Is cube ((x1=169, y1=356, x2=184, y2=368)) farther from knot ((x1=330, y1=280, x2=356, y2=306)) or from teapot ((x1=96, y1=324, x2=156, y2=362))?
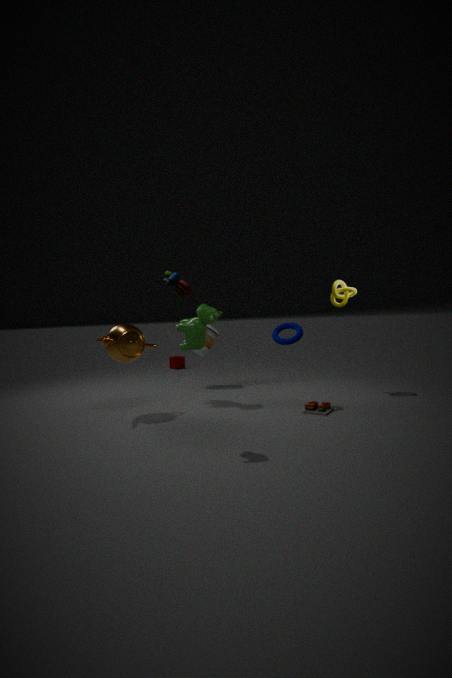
knot ((x1=330, y1=280, x2=356, y2=306))
